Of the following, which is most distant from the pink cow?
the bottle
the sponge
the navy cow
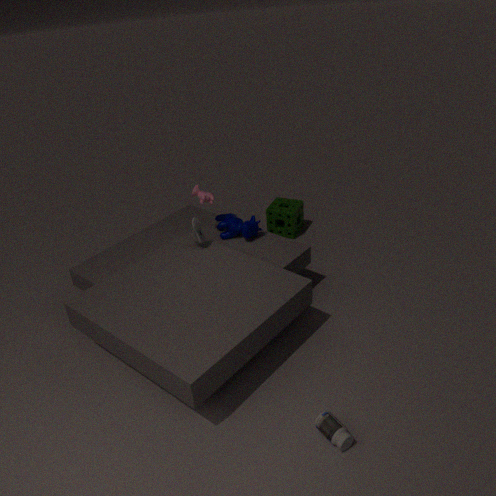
the bottle
